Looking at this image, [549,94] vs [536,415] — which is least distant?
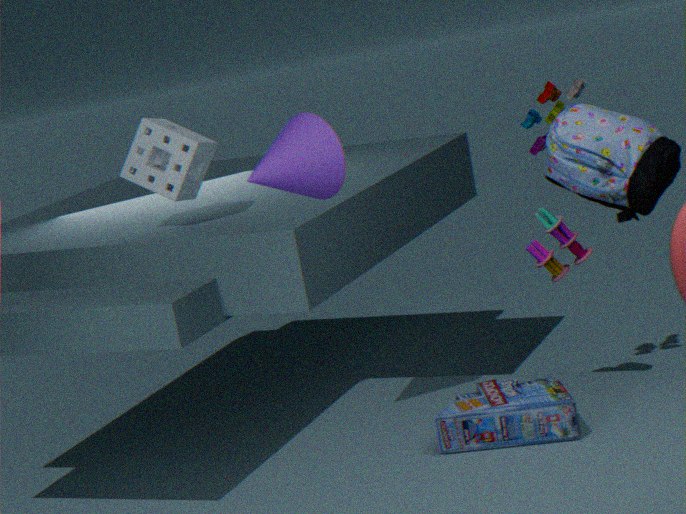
[536,415]
